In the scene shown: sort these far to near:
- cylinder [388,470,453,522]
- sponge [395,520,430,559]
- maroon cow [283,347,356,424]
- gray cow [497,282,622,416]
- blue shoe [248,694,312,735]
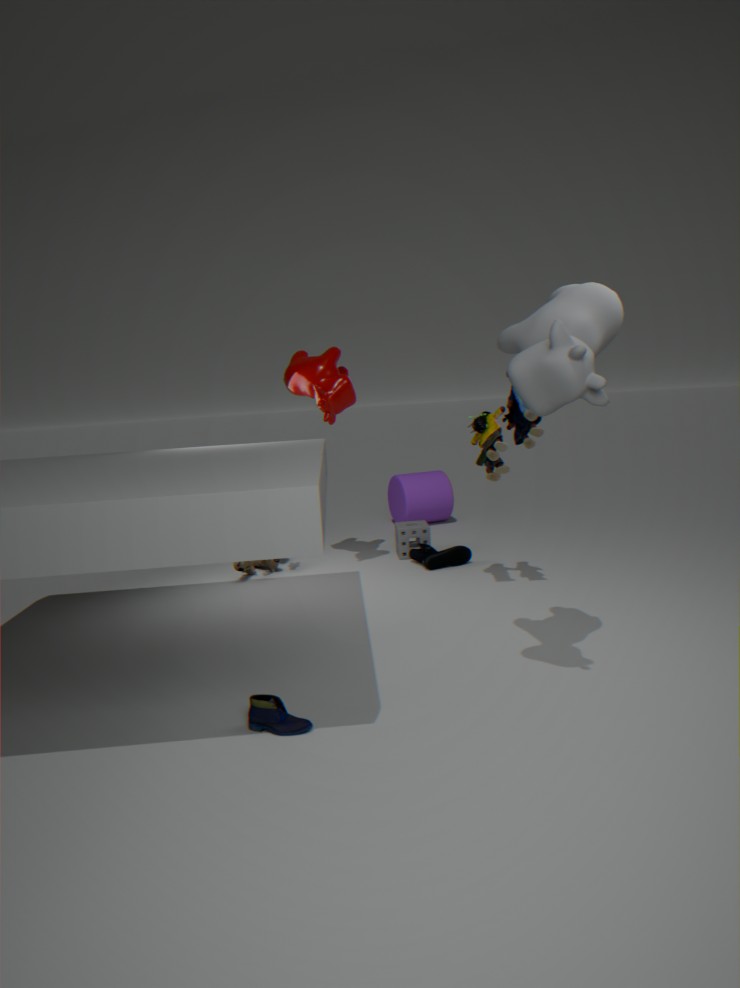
1. cylinder [388,470,453,522]
2. sponge [395,520,430,559]
3. maroon cow [283,347,356,424]
4. blue shoe [248,694,312,735]
5. gray cow [497,282,622,416]
